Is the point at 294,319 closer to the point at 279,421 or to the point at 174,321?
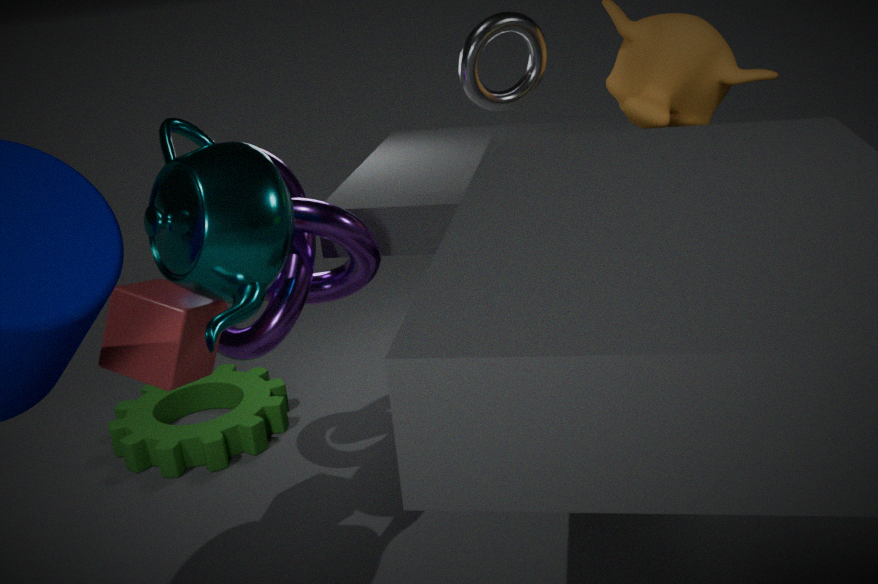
the point at 174,321
